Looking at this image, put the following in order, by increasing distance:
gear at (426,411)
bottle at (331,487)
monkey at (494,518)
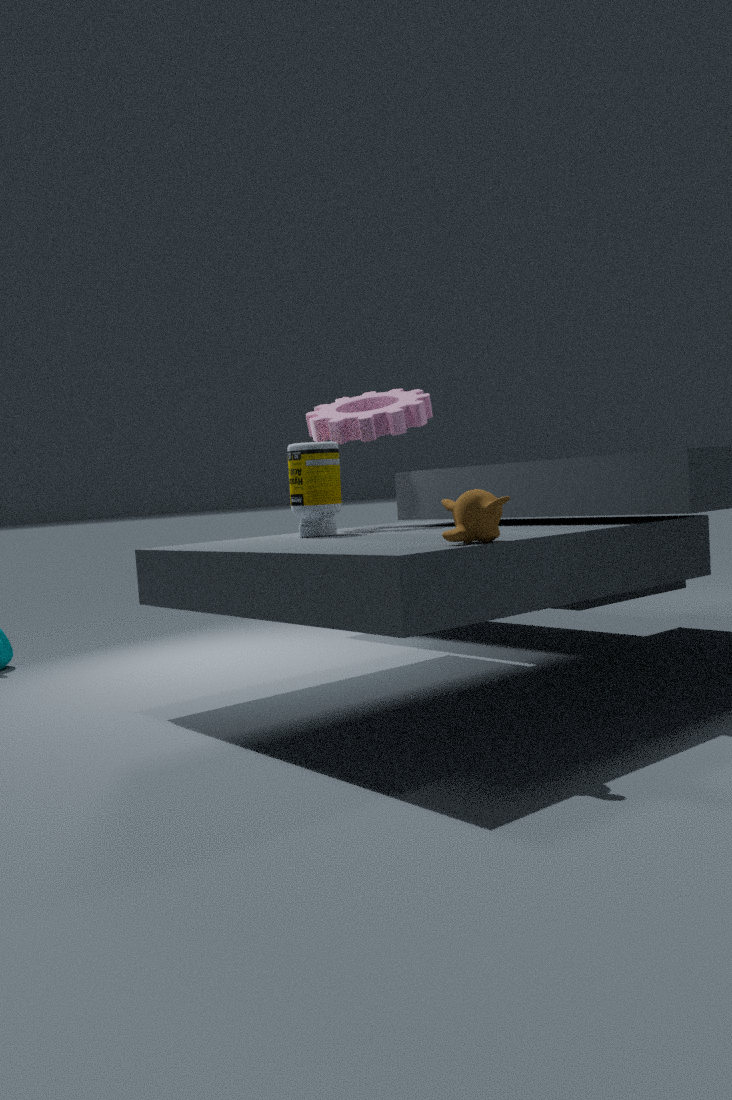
monkey at (494,518) < bottle at (331,487) < gear at (426,411)
